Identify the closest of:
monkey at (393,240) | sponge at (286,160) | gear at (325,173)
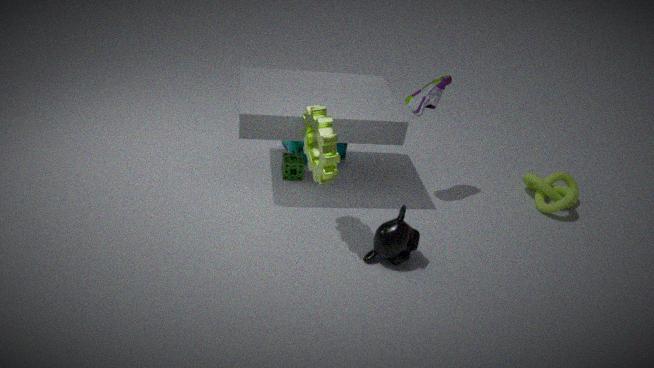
gear at (325,173)
